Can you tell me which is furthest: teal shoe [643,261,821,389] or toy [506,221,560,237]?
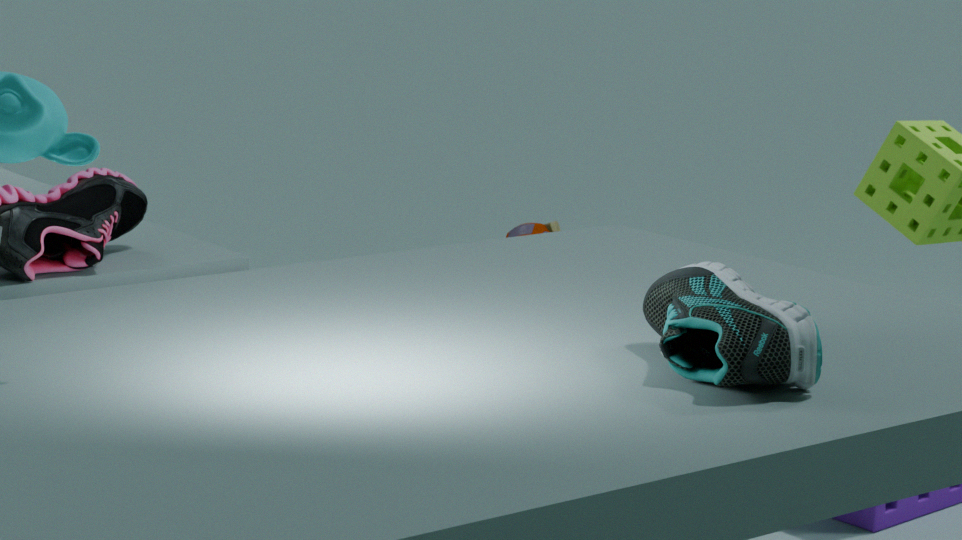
toy [506,221,560,237]
